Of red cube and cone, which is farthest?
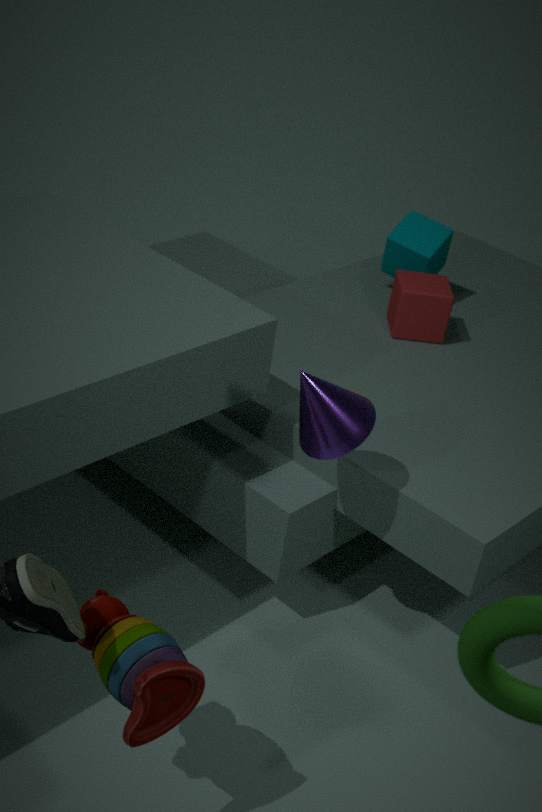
red cube
